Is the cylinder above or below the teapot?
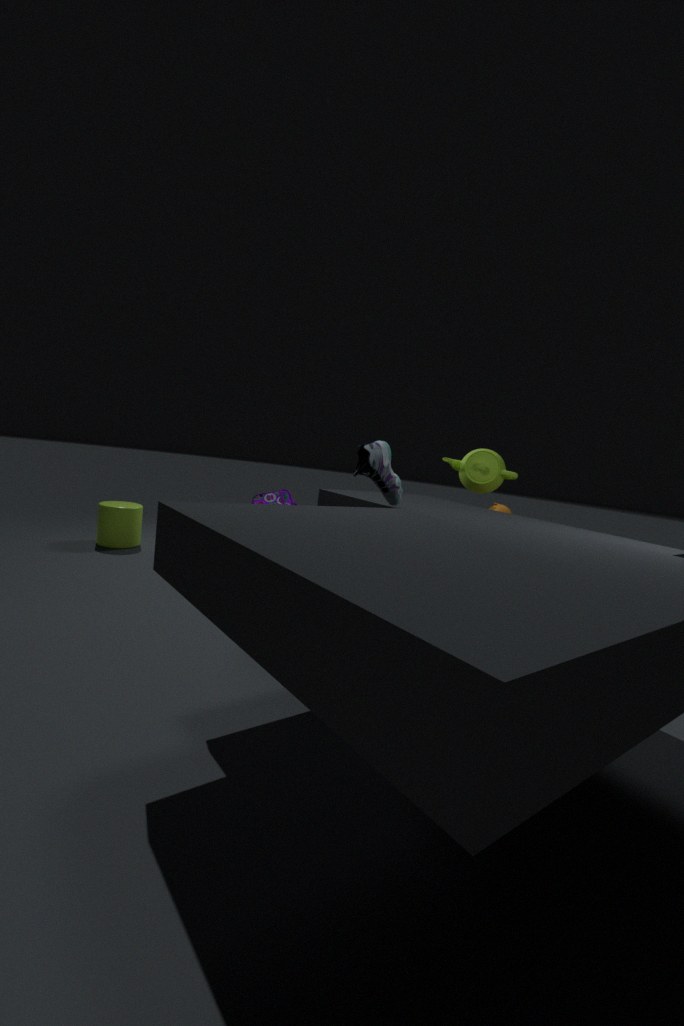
below
